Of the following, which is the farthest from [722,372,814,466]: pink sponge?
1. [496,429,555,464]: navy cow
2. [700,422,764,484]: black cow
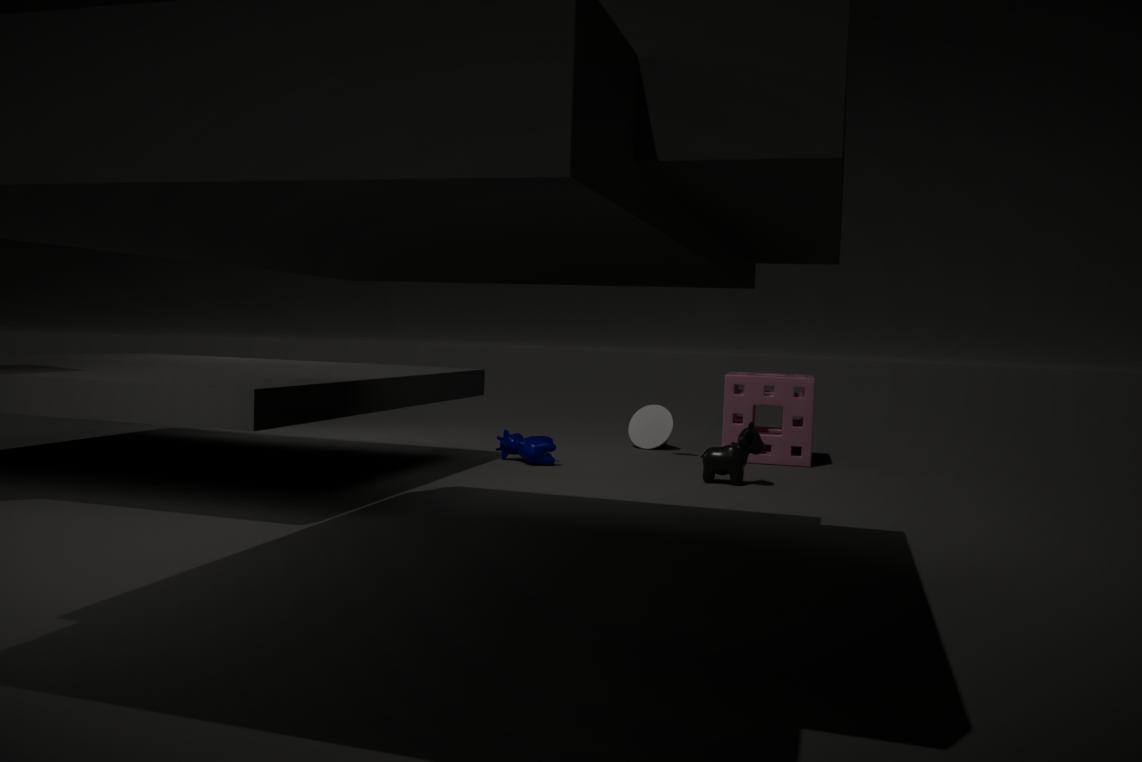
[496,429,555,464]: navy cow
